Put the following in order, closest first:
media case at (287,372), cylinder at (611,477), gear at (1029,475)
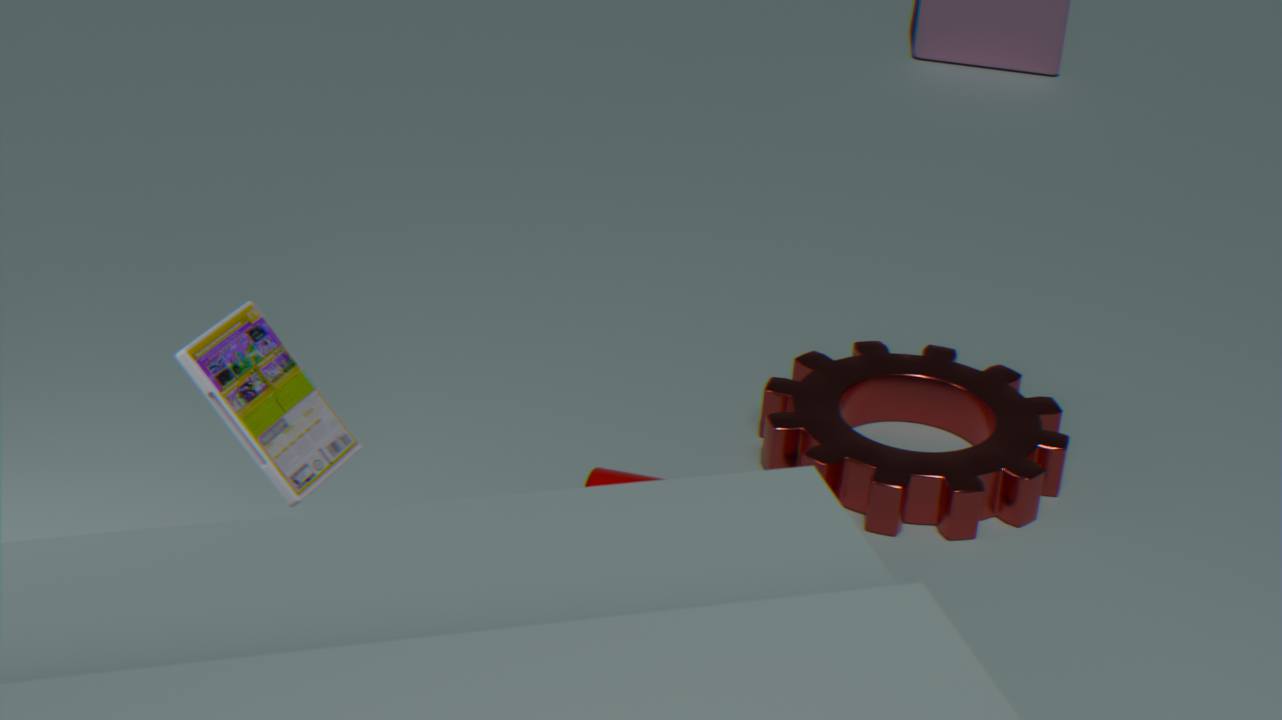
media case at (287,372), cylinder at (611,477), gear at (1029,475)
